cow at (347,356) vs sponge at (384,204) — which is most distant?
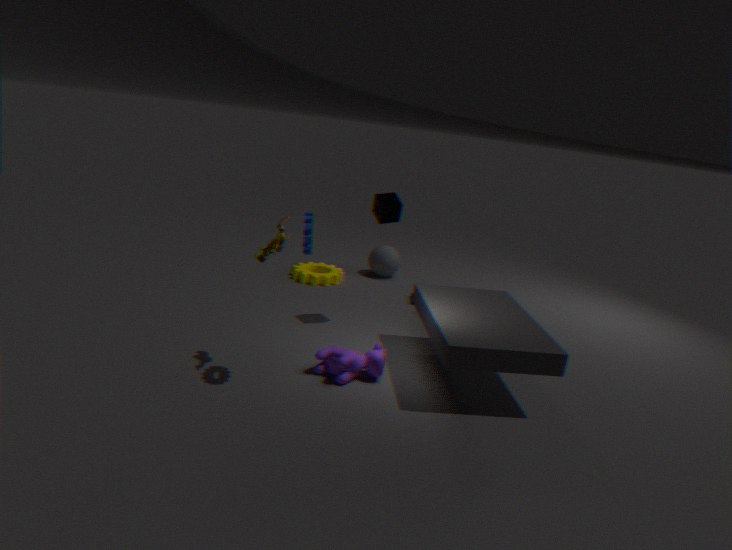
sponge at (384,204)
